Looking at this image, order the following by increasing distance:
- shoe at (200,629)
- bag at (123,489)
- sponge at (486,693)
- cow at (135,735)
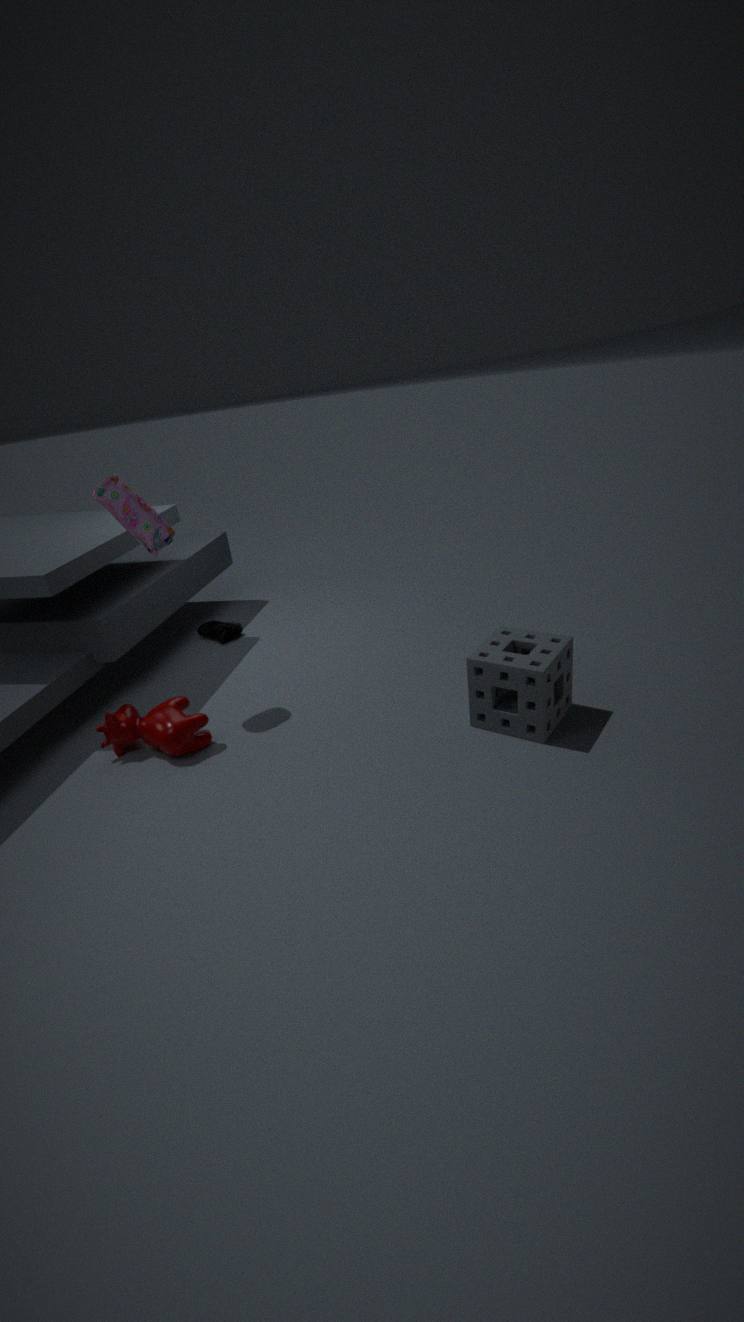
sponge at (486,693), bag at (123,489), cow at (135,735), shoe at (200,629)
